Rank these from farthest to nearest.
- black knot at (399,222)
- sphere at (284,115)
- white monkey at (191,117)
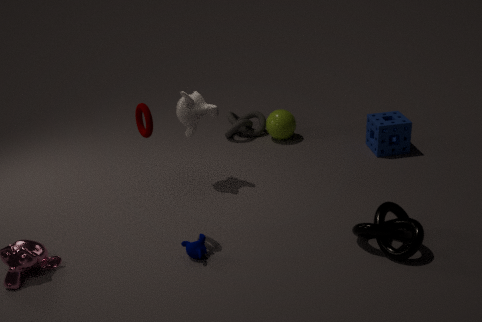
1. sphere at (284,115)
2. white monkey at (191,117)
3. black knot at (399,222)
